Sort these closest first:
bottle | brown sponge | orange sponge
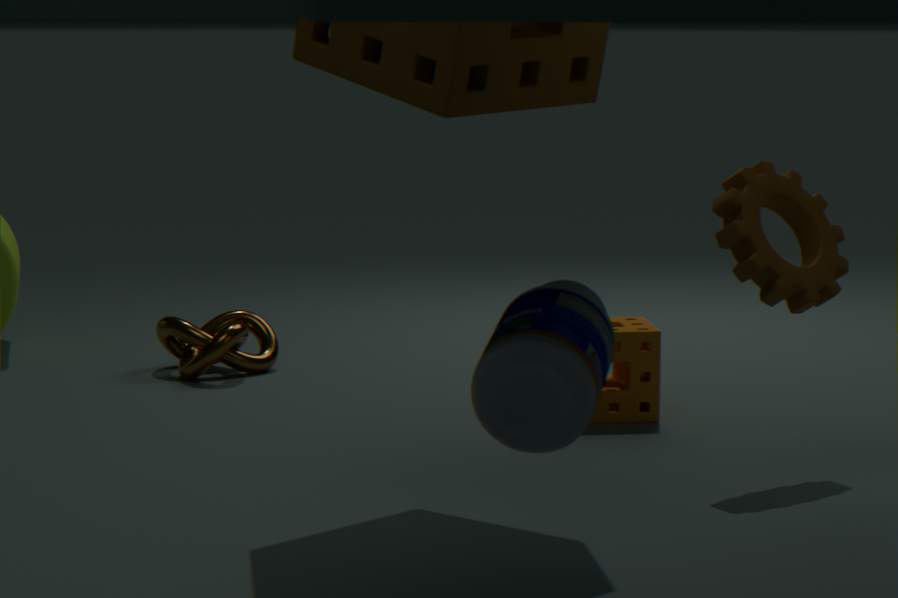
bottle
brown sponge
orange sponge
